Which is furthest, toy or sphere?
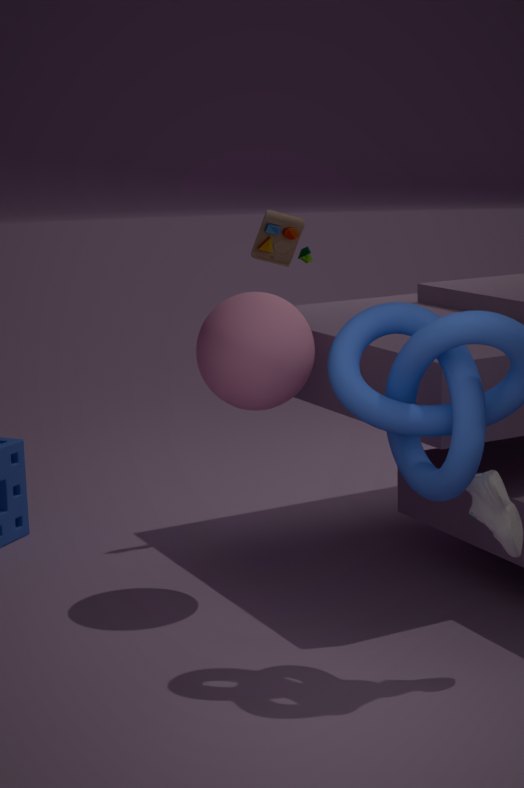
toy
